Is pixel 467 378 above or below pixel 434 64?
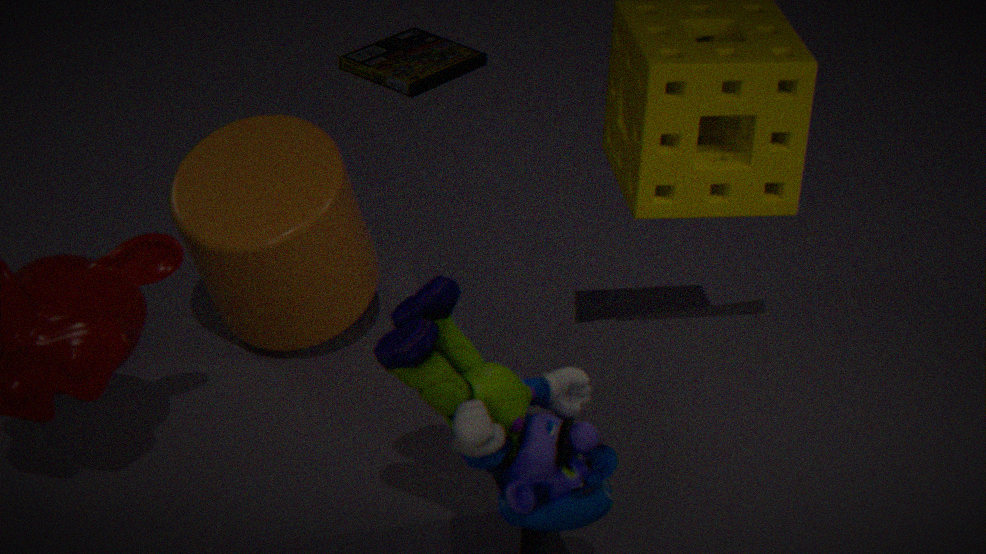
above
